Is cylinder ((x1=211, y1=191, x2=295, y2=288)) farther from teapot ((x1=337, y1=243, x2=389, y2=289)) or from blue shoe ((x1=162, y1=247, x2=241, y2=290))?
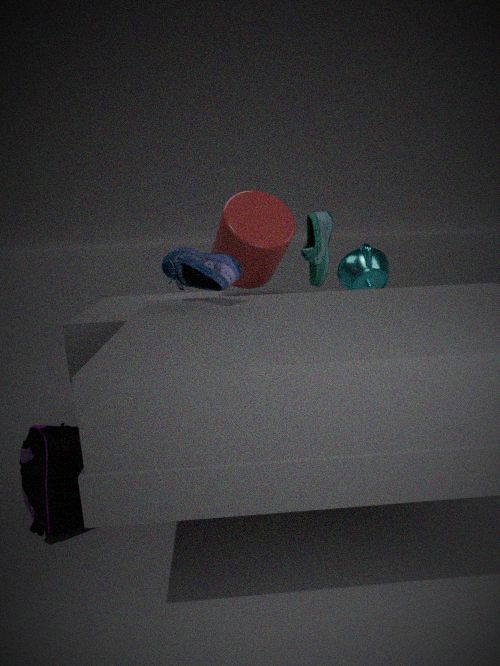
teapot ((x1=337, y1=243, x2=389, y2=289))
